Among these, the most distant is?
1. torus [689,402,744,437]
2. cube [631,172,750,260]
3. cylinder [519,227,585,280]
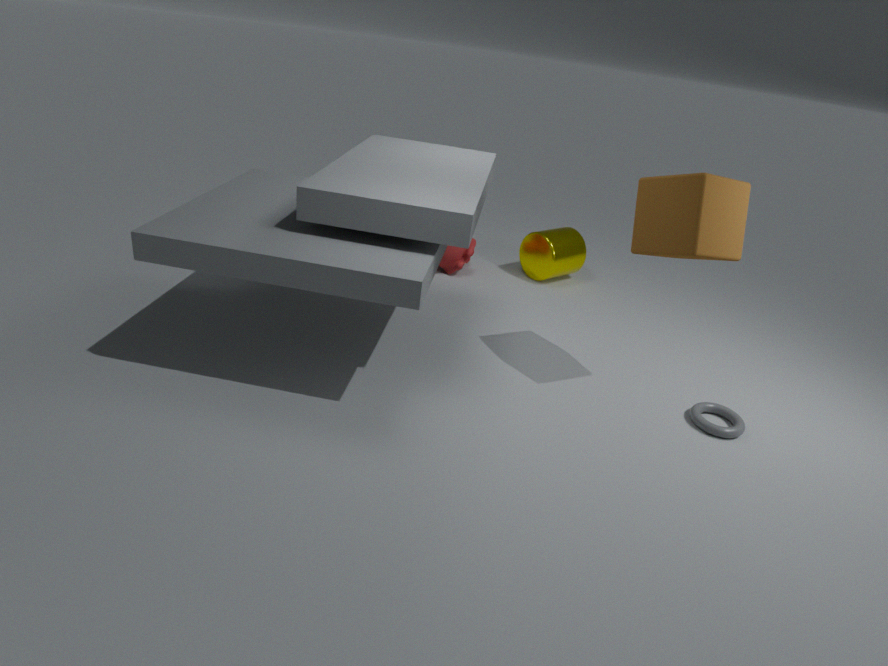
cylinder [519,227,585,280]
